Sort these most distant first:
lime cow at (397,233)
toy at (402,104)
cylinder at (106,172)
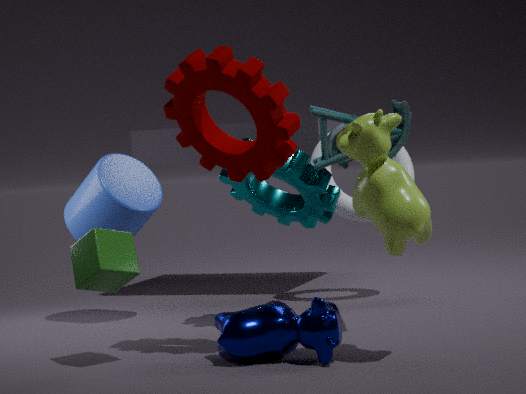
cylinder at (106,172) < toy at (402,104) < lime cow at (397,233)
